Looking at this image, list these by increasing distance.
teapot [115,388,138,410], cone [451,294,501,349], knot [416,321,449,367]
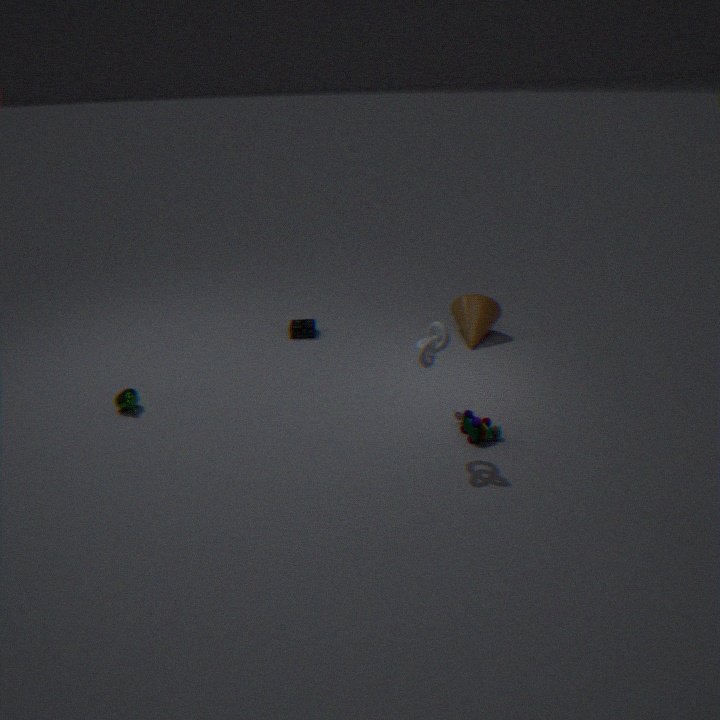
1. knot [416,321,449,367]
2. teapot [115,388,138,410]
3. cone [451,294,501,349]
